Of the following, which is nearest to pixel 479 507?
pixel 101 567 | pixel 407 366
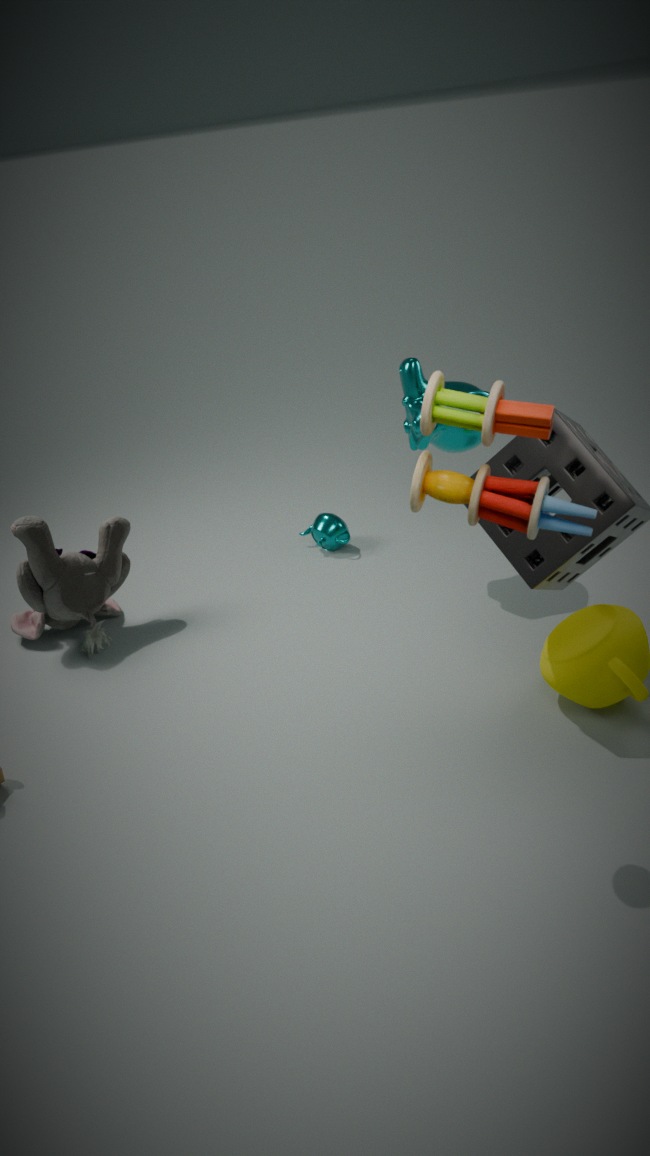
pixel 407 366
